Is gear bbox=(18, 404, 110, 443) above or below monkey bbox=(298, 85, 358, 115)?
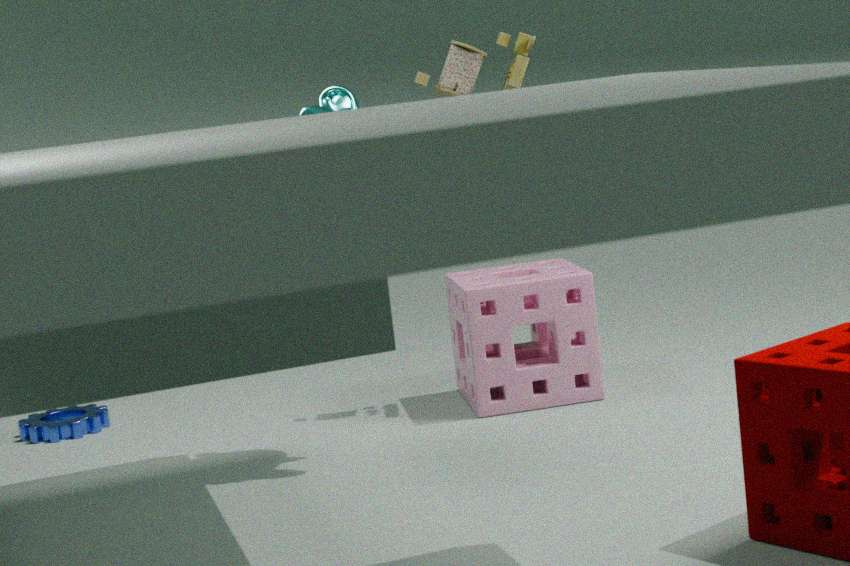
below
